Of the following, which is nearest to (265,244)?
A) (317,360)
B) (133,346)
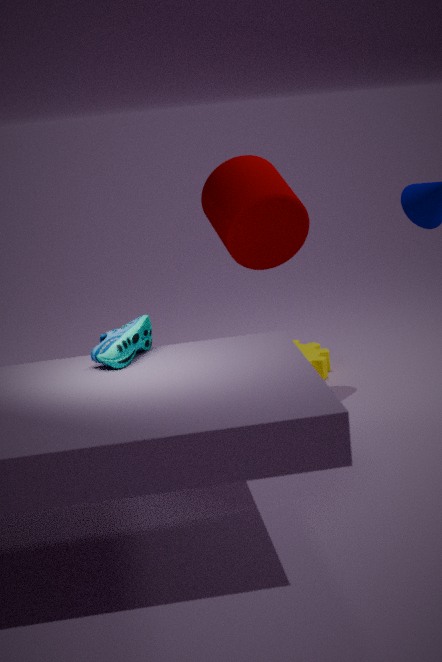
(317,360)
